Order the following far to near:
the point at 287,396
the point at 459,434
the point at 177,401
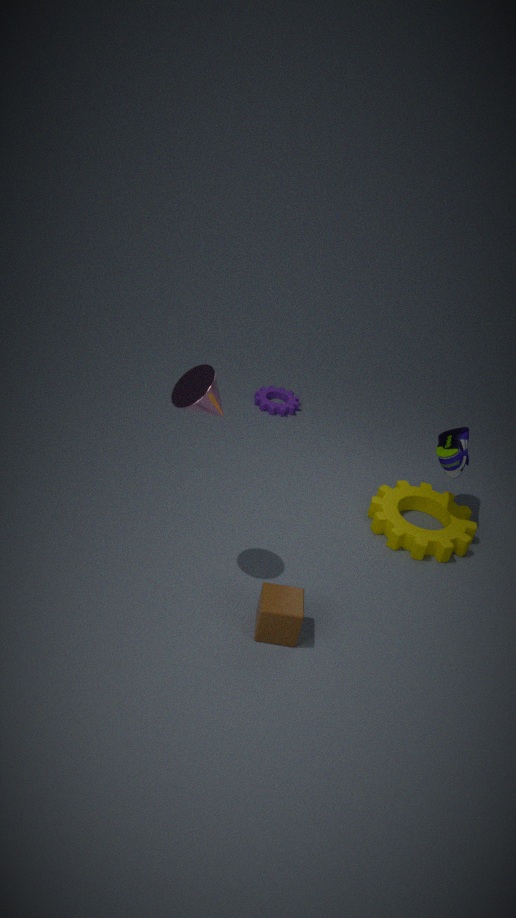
the point at 287,396, the point at 459,434, the point at 177,401
